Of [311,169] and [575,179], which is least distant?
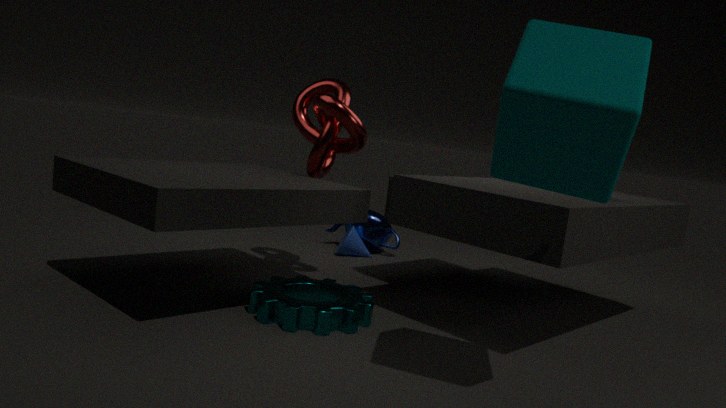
[575,179]
